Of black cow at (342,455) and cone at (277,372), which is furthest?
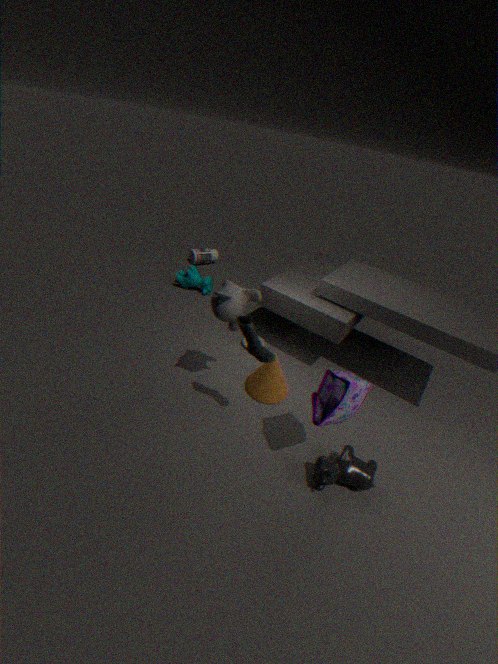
cone at (277,372)
